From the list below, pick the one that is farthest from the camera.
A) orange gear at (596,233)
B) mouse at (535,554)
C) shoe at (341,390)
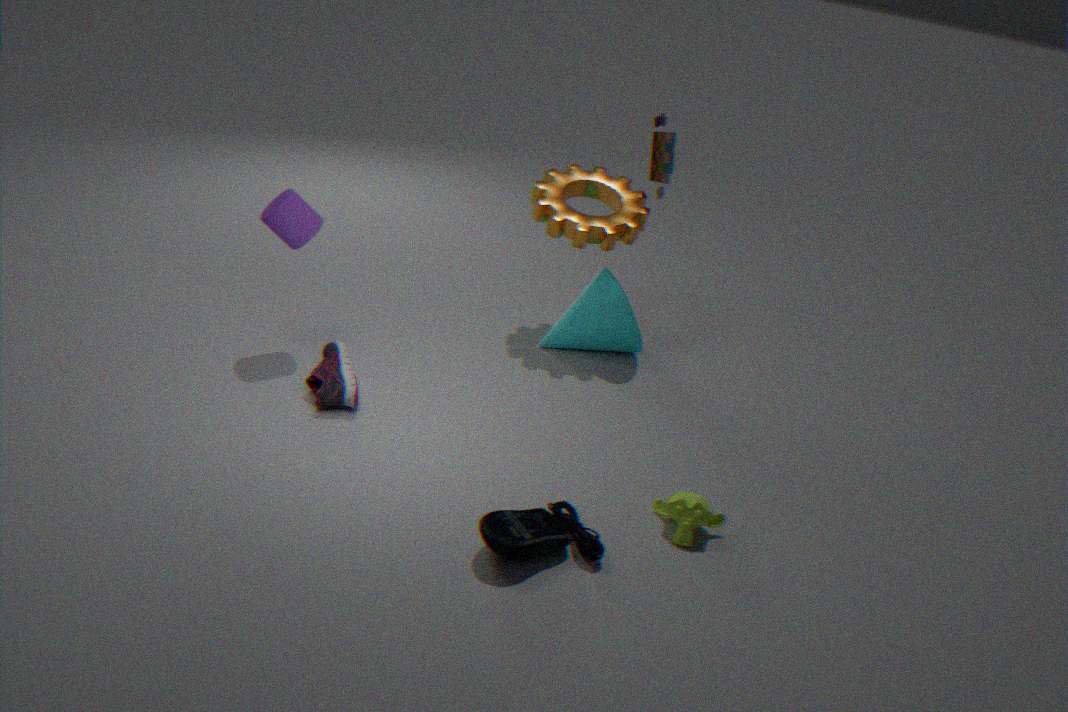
orange gear at (596,233)
